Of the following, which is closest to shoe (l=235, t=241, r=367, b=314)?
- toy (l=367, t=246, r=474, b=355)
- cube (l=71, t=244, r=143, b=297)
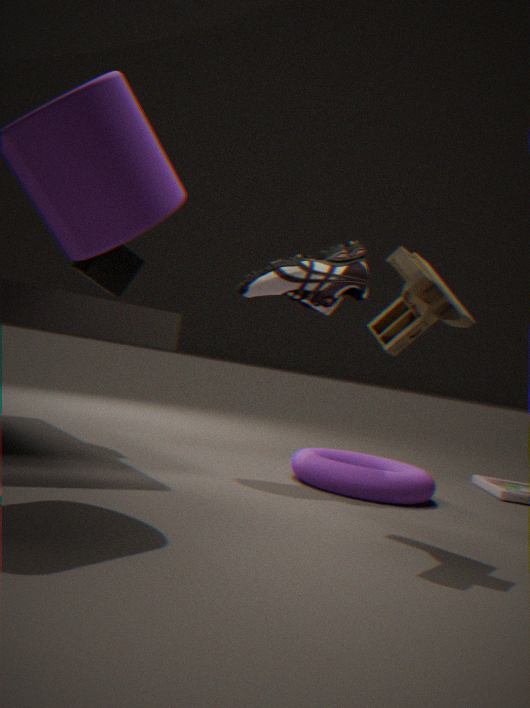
cube (l=71, t=244, r=143, b=297)
